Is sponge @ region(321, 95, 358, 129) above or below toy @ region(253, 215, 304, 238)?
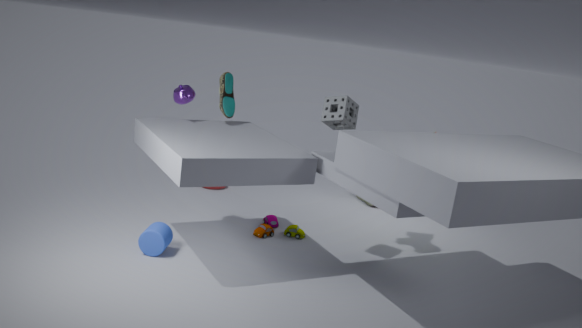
above
